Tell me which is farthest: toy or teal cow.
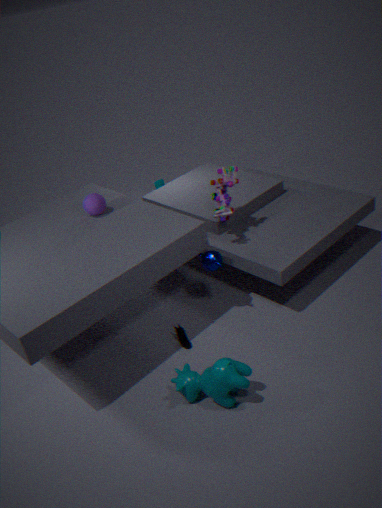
toy
